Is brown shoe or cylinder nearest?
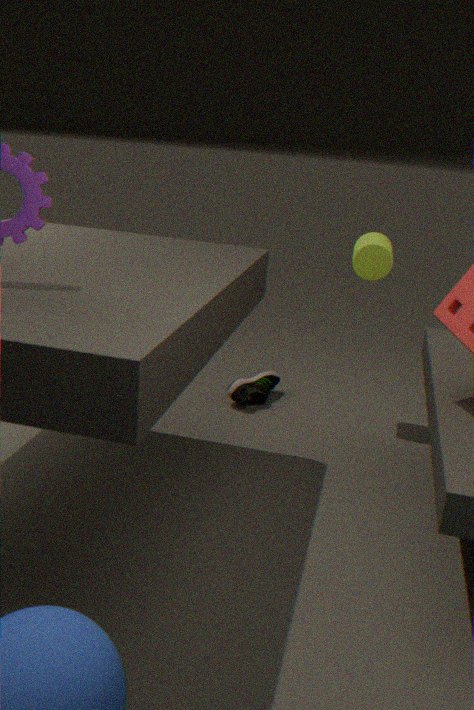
cylinder
